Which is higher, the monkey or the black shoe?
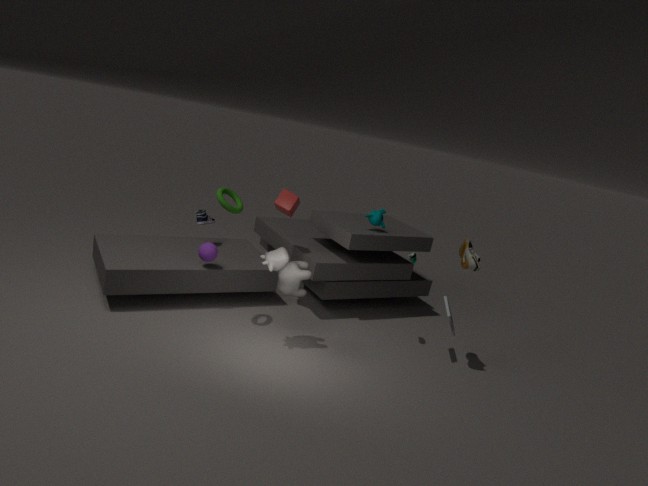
Answer: the monkey
